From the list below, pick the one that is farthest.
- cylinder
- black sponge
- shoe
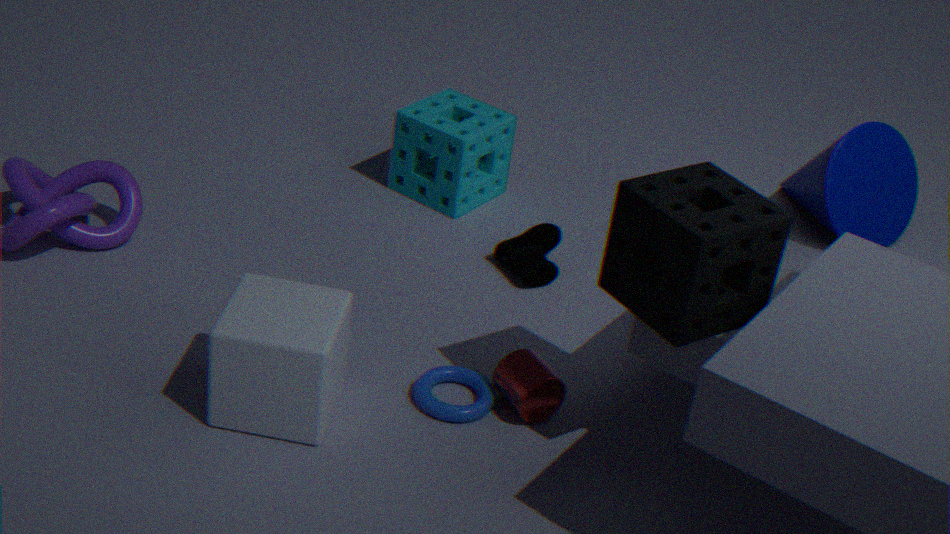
shoe
